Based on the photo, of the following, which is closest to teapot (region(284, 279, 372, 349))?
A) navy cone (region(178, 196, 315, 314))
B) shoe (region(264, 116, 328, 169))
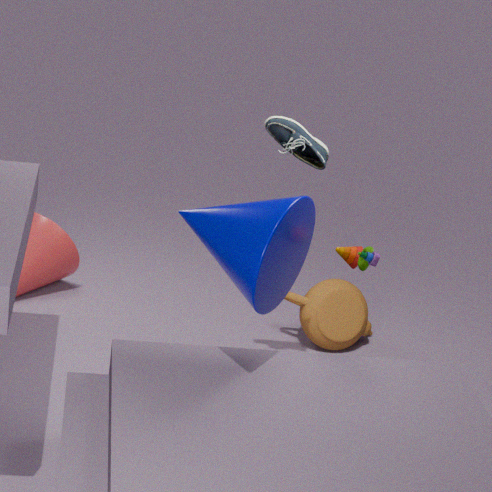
shoe (region(264, 116, 328, 169))
